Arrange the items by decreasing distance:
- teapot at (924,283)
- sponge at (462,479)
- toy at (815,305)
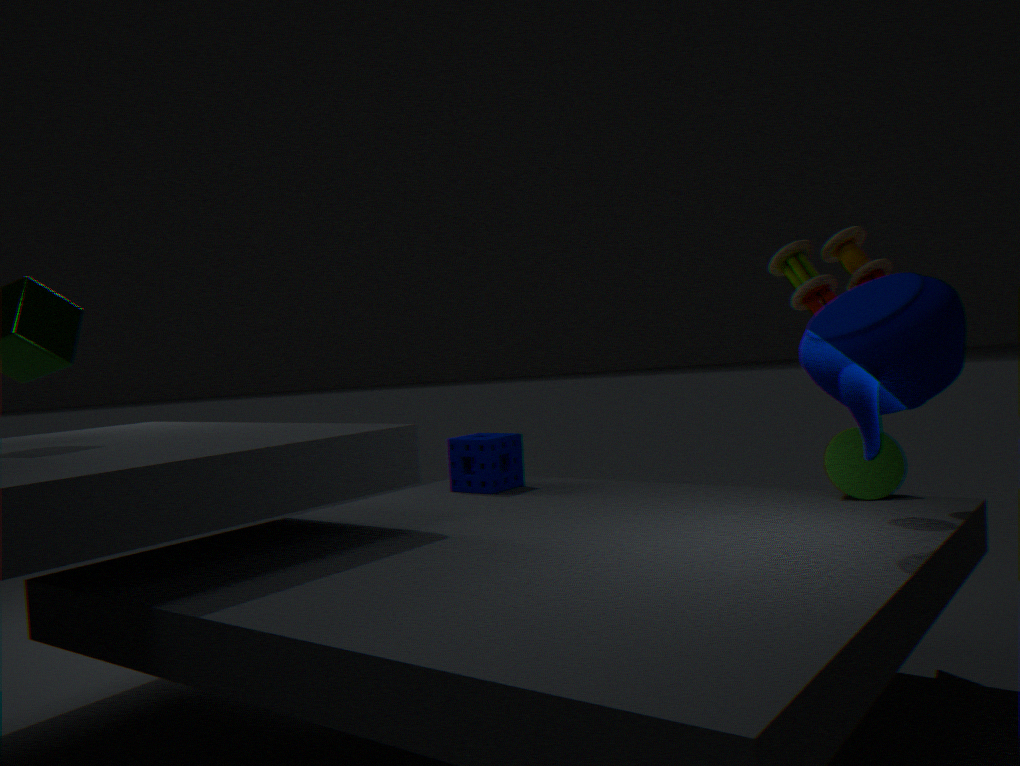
1. sponge at (462,479)
2. toy at (815,305)
3. teapot at (924,283)
